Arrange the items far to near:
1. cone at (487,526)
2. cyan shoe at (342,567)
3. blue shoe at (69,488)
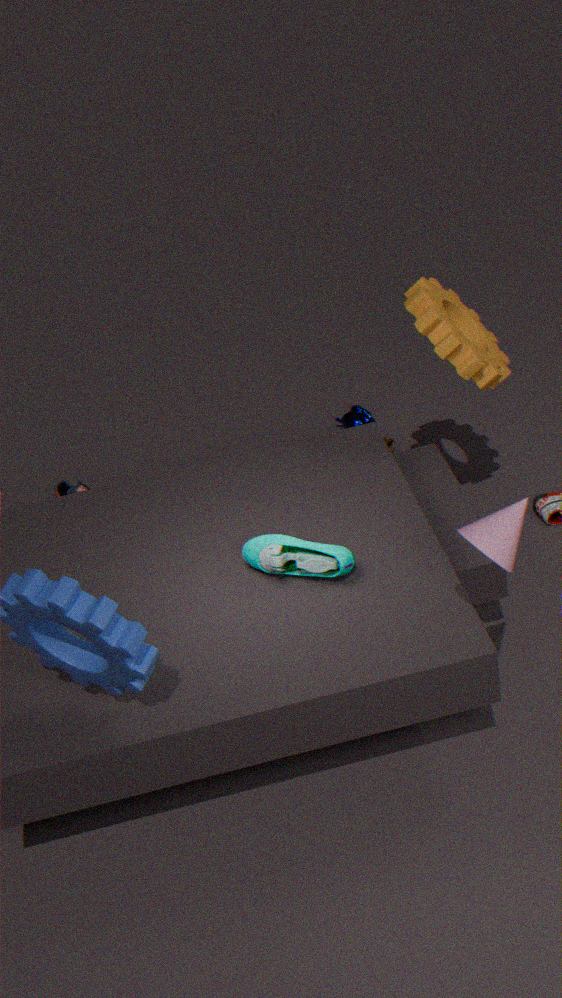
blue shoe at (69,488) → cyan shoe at (342,567) → cone at (487,526)
